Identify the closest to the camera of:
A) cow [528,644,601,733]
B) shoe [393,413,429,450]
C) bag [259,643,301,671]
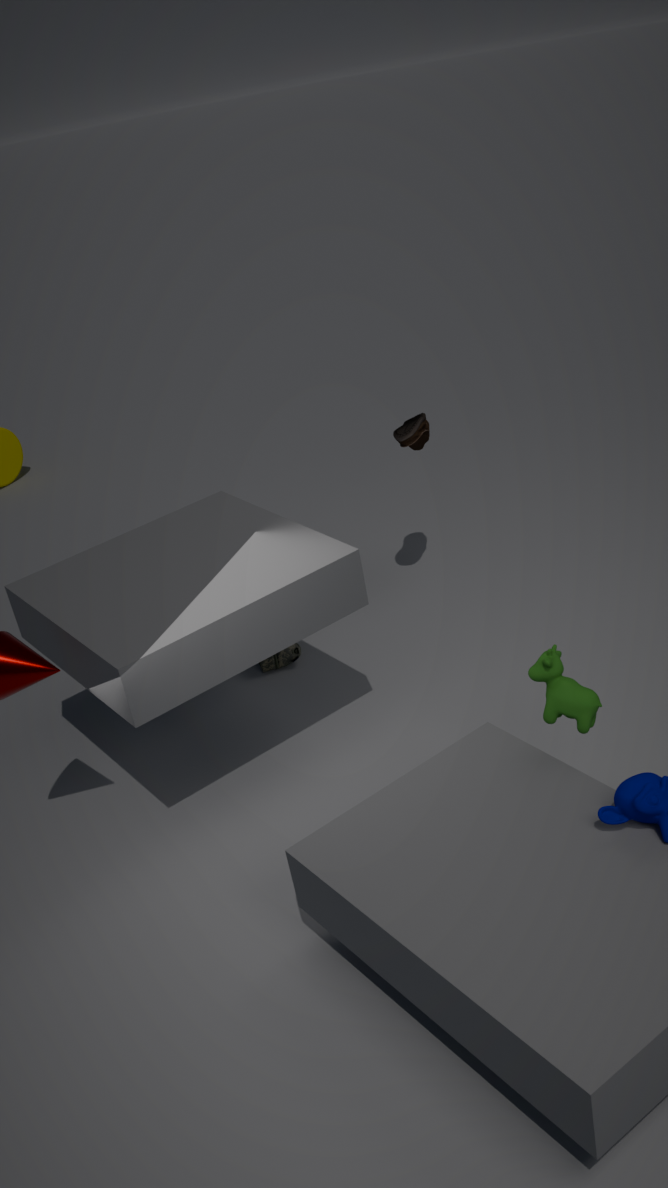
cow [528,644,601,733]
